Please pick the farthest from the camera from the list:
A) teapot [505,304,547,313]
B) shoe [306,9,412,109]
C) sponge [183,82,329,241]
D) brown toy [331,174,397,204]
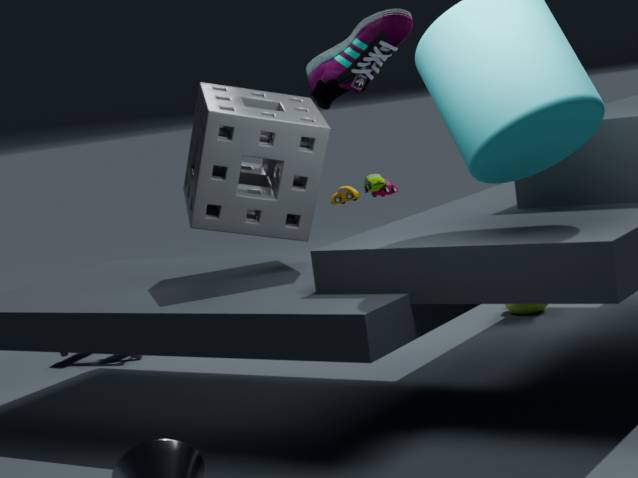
brown toy [331,174,397,204]
